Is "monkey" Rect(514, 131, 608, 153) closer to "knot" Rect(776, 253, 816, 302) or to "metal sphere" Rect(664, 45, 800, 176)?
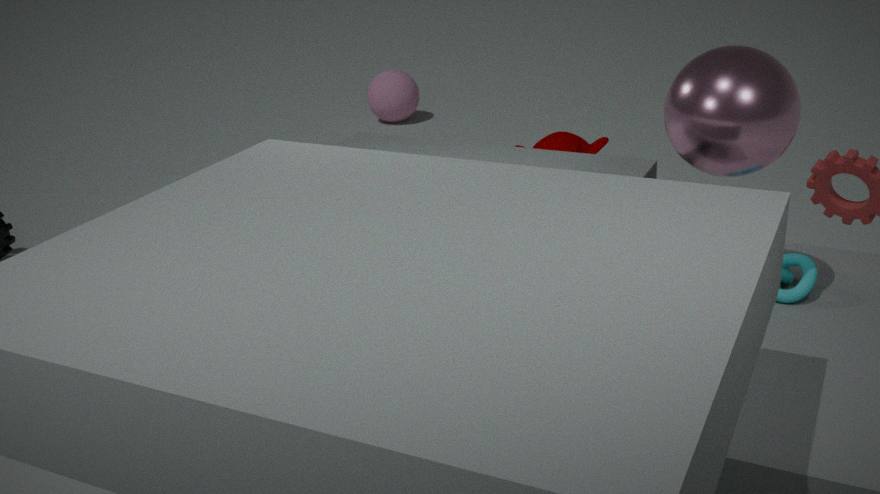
"knot" Rect(776, 253, 816, 302)
